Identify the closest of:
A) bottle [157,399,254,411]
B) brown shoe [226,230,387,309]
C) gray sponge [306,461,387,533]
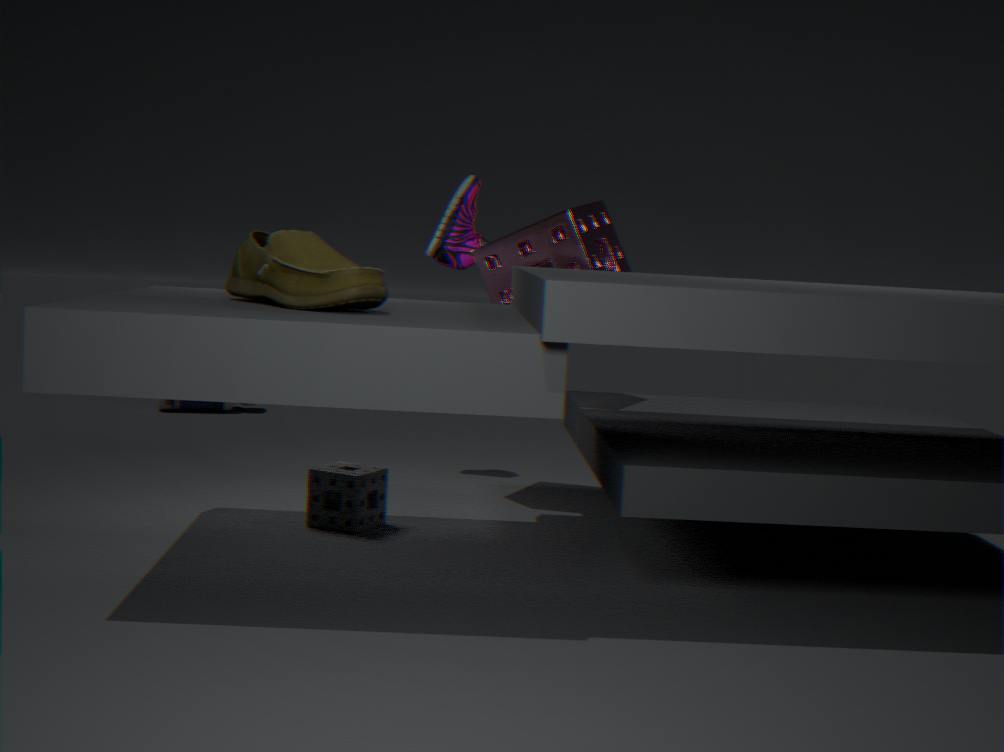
brown shoe [226,230,387,309]
